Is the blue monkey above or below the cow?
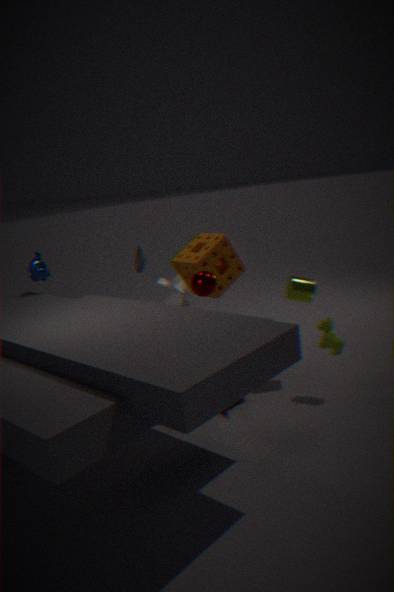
above
